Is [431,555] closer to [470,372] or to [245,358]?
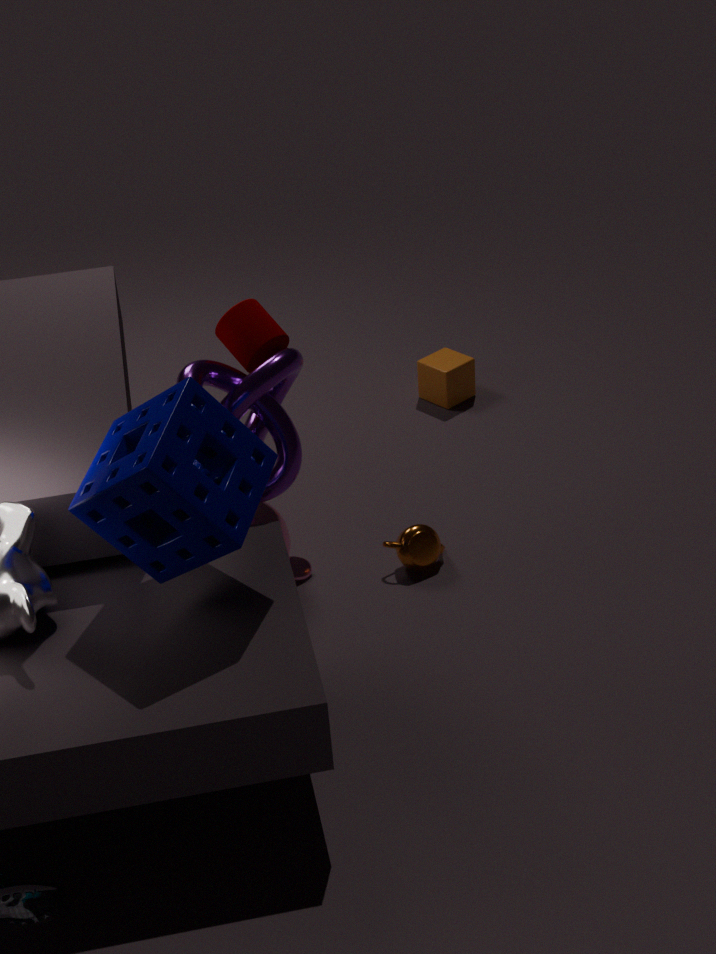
[245,358]
